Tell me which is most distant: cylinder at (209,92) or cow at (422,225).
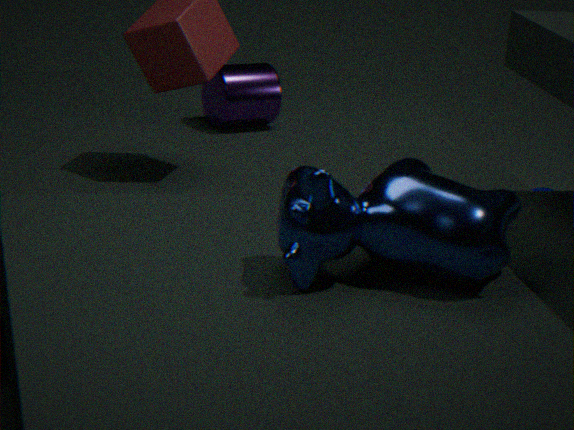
cylinder at (209,92)
